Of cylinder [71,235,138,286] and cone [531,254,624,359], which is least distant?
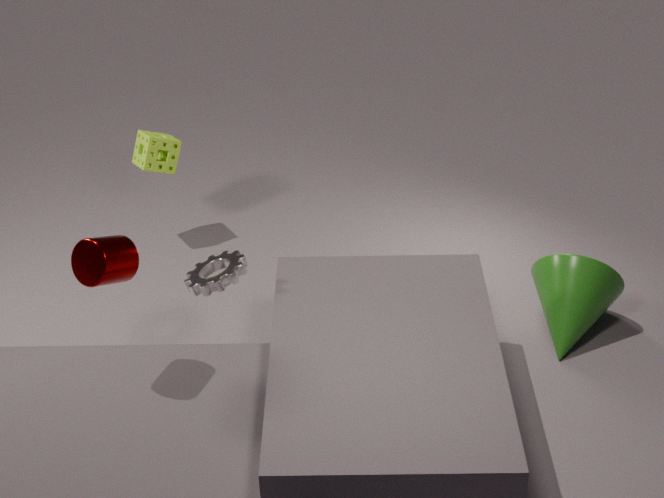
cylinder [71,235,138,286]
